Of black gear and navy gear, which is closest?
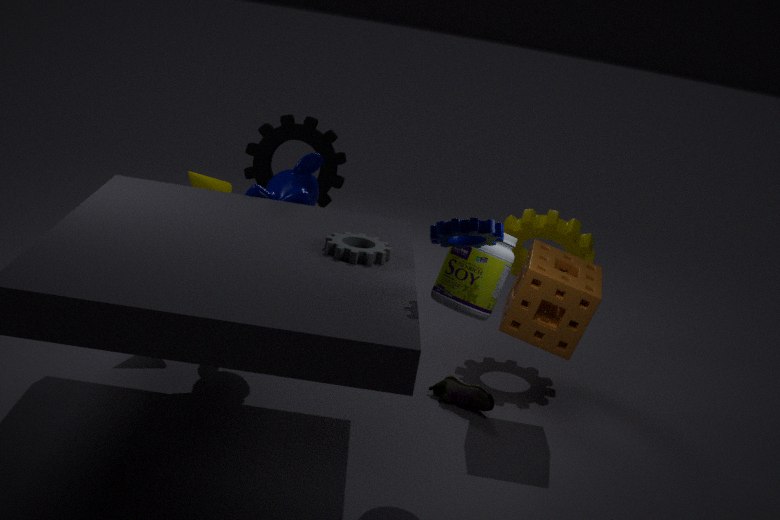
navy gear
